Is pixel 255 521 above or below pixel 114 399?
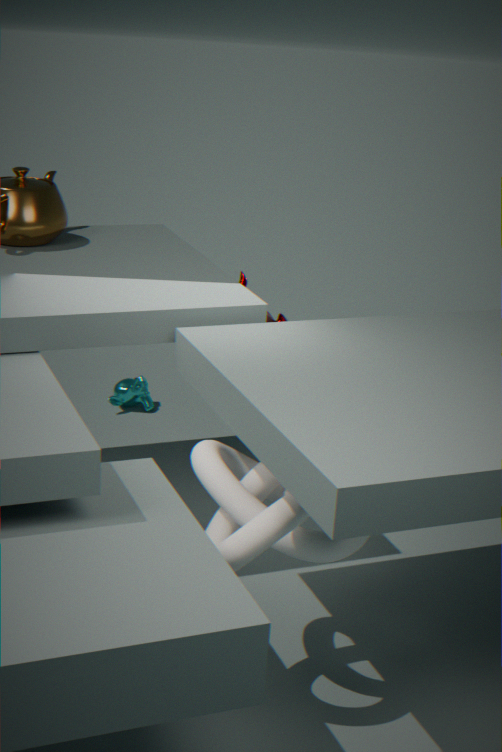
above
